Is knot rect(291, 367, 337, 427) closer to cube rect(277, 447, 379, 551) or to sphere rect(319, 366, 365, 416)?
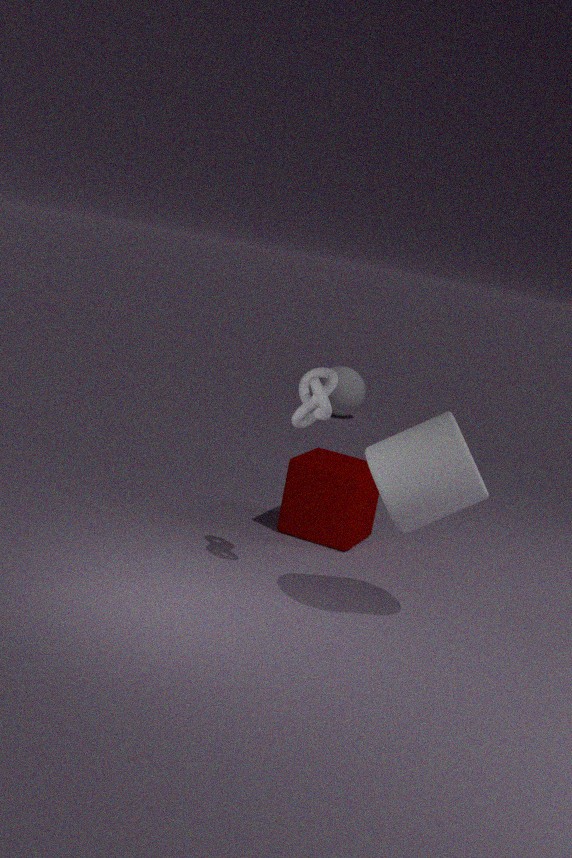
cube rect(277, 447, 379, 551)
